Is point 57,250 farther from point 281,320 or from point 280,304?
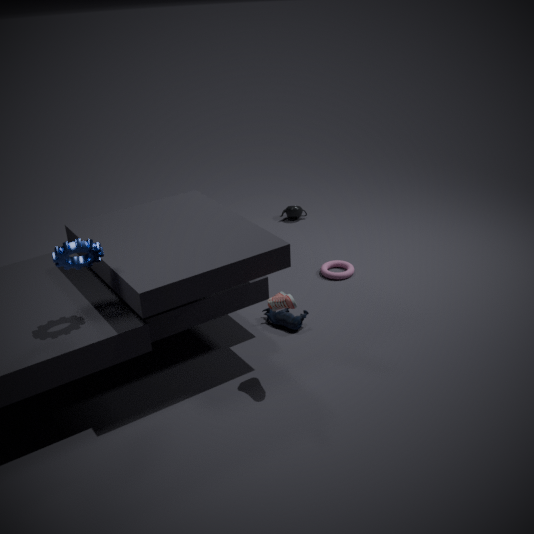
point 281,320
